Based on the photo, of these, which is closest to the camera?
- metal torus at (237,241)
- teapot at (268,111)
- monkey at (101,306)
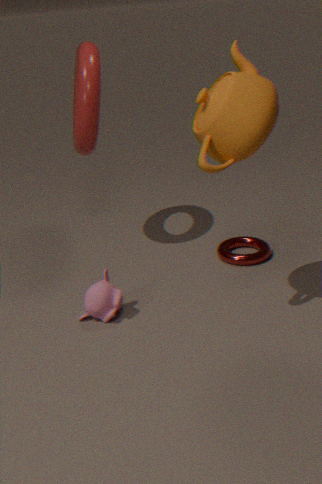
teapot at (268,111)
